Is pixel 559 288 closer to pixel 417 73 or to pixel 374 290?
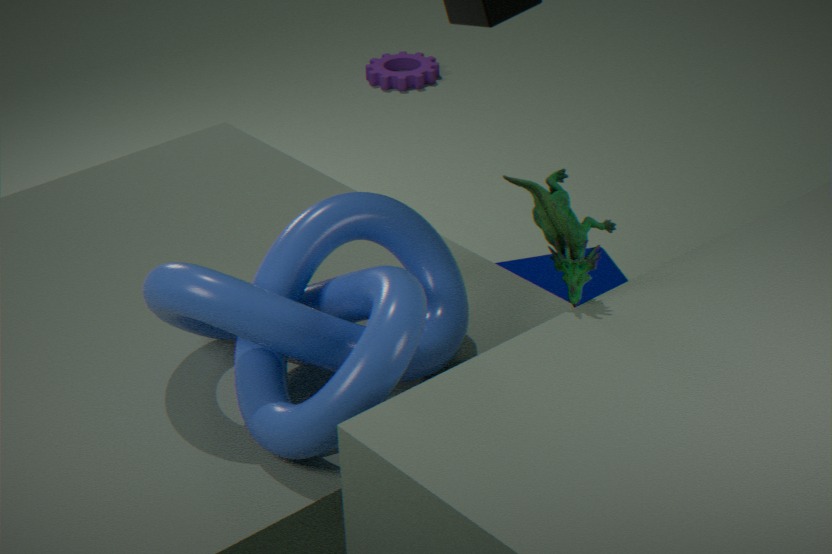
pixel 374 290
